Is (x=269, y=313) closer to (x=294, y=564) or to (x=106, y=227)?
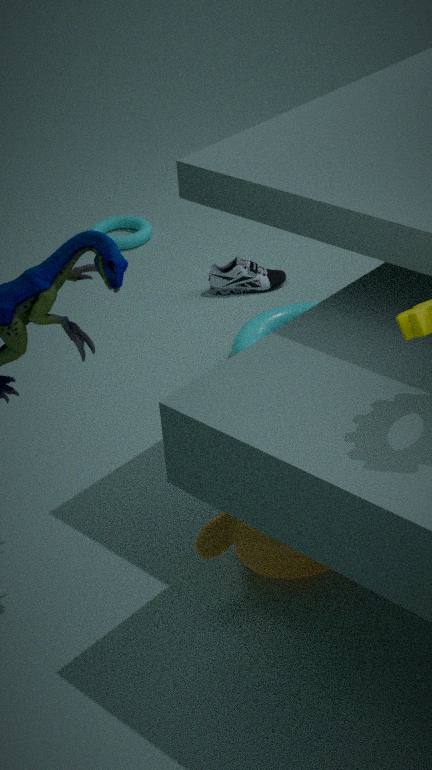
(x=294, y=564)
